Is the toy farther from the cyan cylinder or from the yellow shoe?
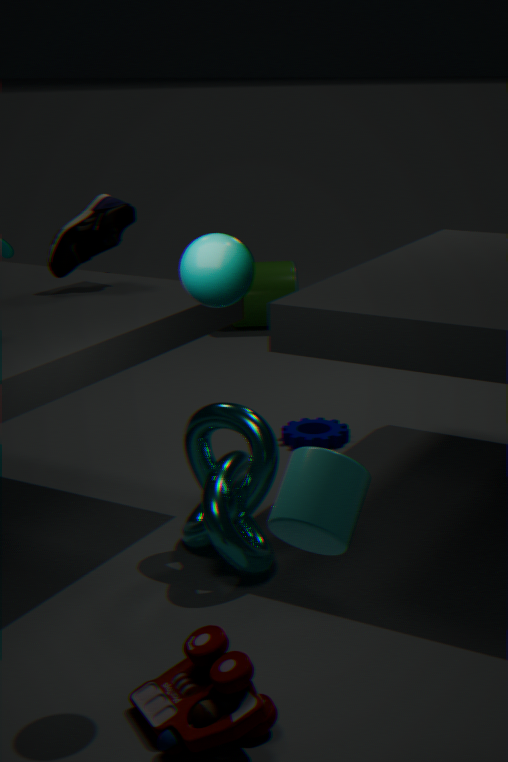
the yellow shoe
